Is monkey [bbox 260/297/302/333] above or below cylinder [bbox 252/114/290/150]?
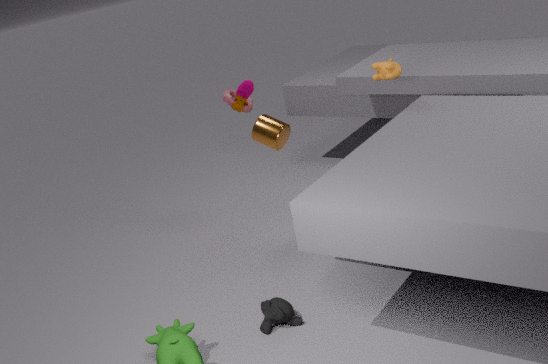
below
